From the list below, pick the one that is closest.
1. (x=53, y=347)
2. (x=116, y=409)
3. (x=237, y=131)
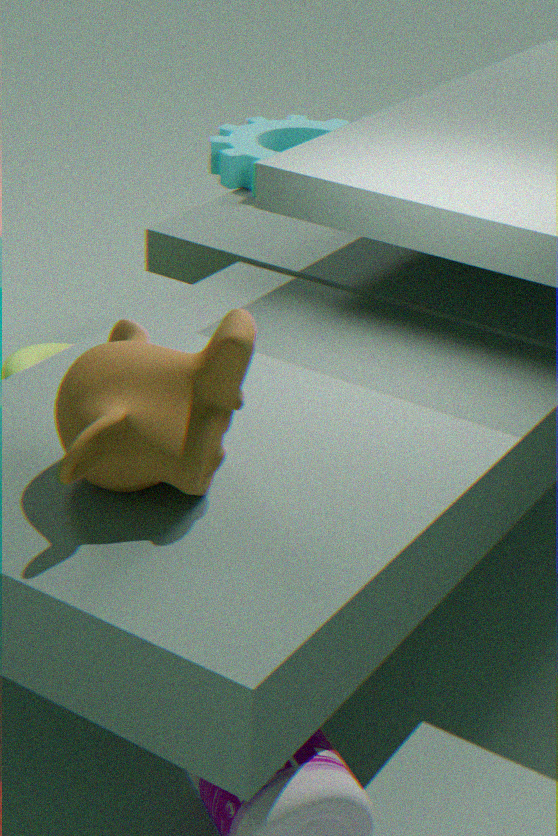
(x=116, y=409)
